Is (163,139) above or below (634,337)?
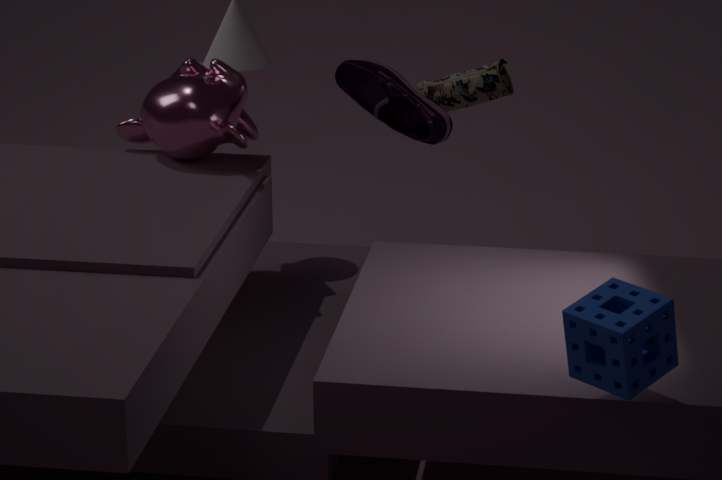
above
